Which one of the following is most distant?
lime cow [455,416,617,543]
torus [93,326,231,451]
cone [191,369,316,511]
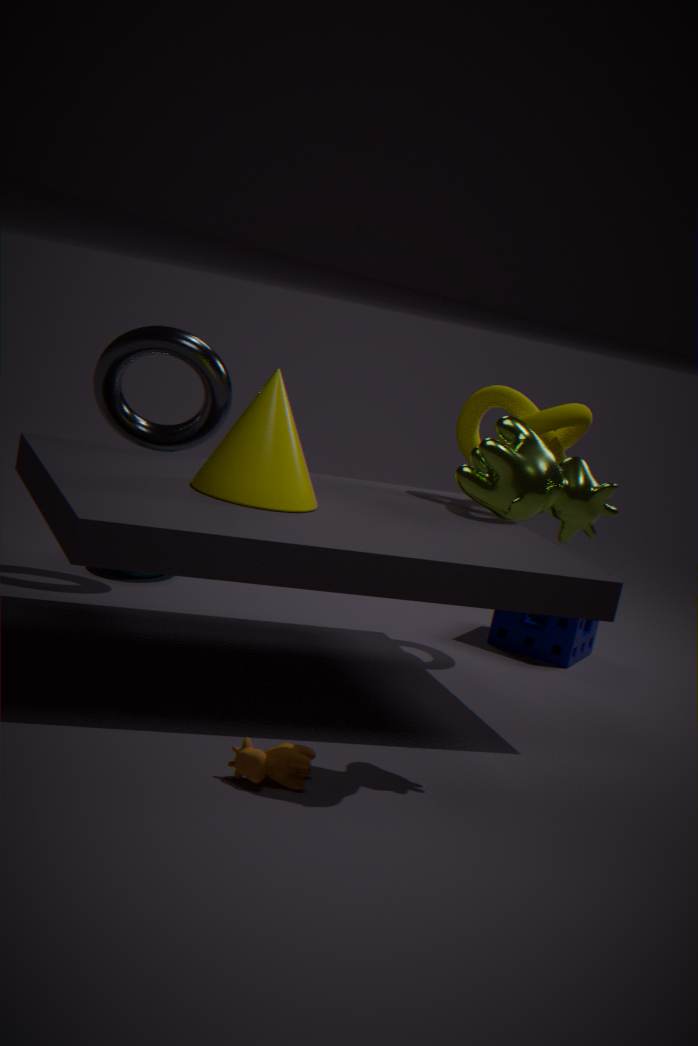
torus [93,326,231,451]
